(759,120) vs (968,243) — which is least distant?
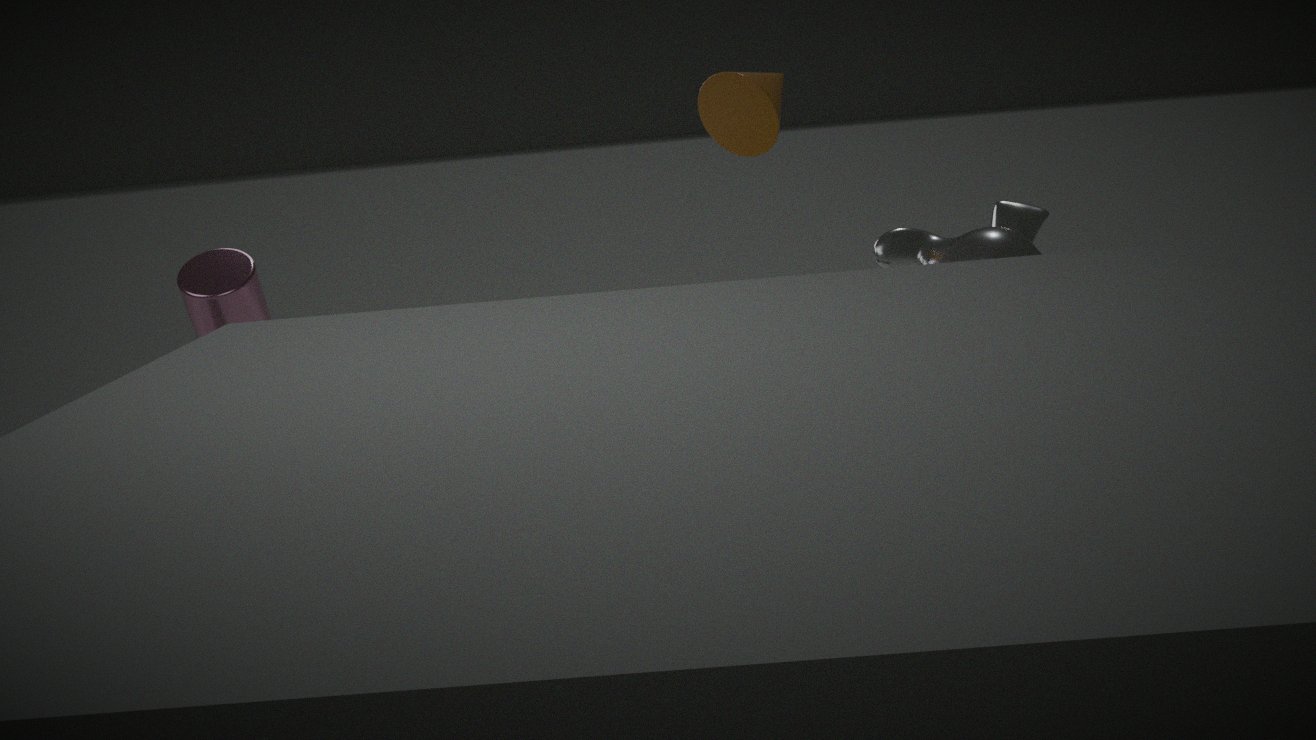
(968,243)
